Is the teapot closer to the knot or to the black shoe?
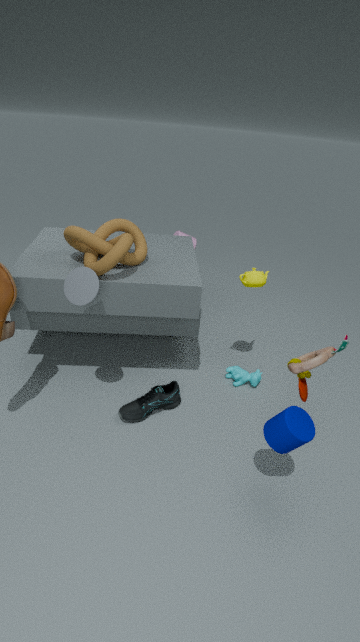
the knot
